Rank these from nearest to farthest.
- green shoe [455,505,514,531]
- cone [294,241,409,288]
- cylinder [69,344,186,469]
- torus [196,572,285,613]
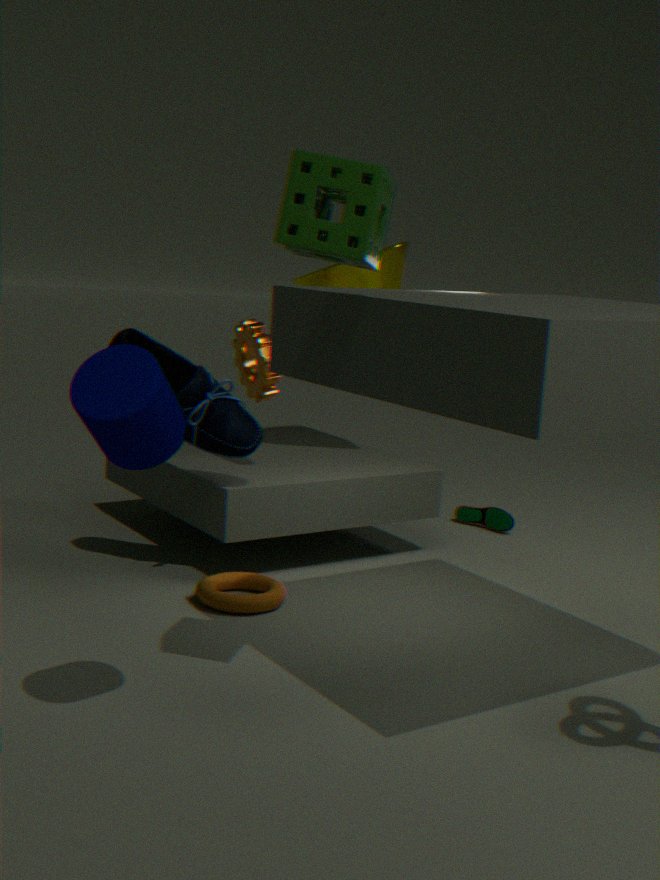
cylinder [69,344,186,469], torus [196,572,285,613], cone [294,241,409,288], green shoe [455,505,514,531]
